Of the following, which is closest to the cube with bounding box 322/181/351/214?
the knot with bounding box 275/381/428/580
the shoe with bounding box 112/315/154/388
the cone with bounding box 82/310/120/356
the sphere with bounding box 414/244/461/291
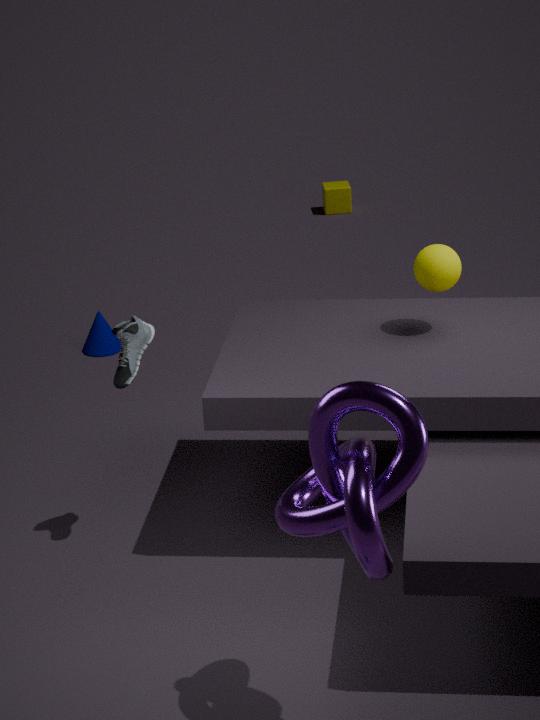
the cone with bounding box 82/310/120/356
